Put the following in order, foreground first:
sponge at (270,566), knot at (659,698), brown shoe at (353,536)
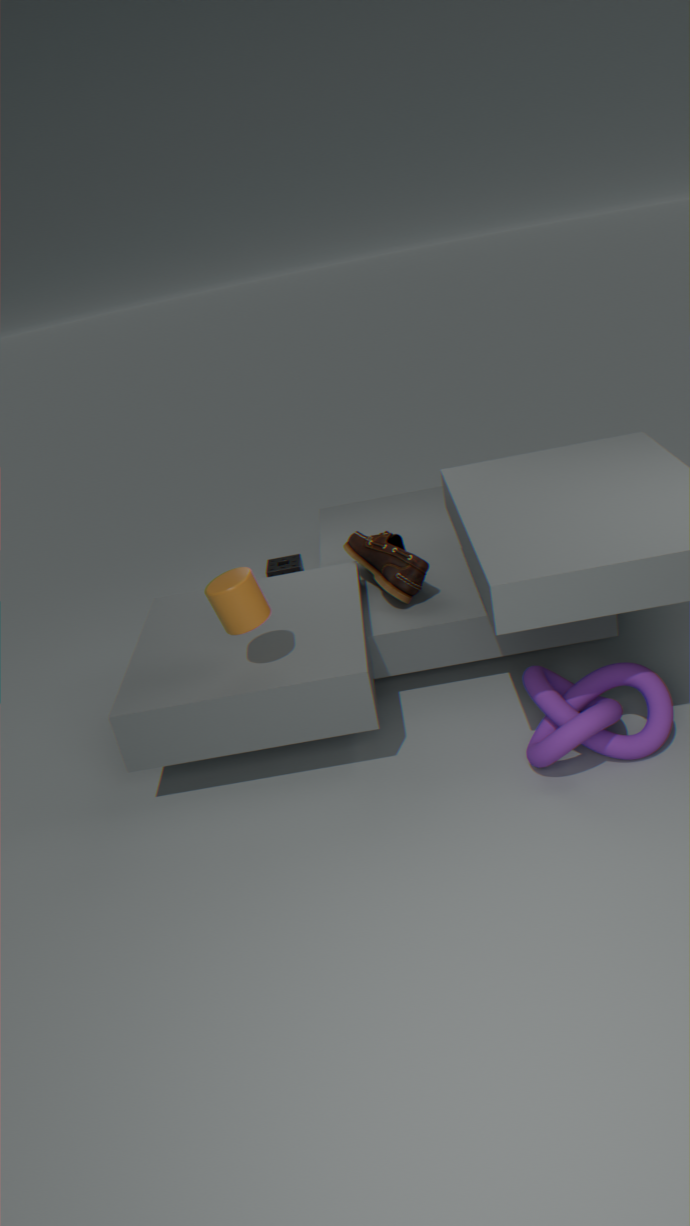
1. knot at (659,698)
2. brown shoe at (353,536)
3. sponge at (270,566)
